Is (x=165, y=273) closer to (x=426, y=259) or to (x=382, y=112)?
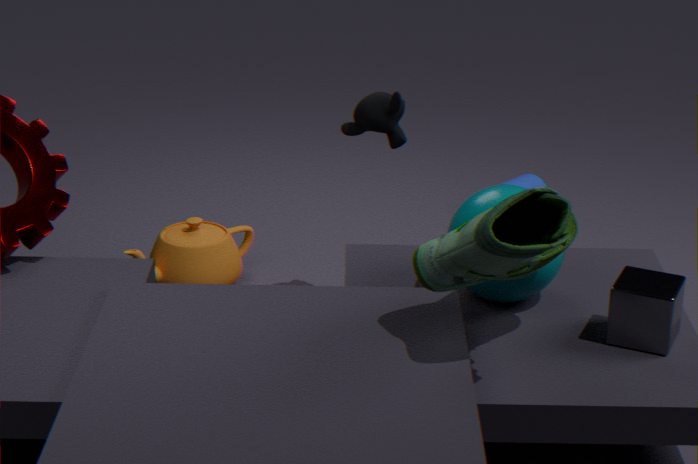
(x=382, y=112)
